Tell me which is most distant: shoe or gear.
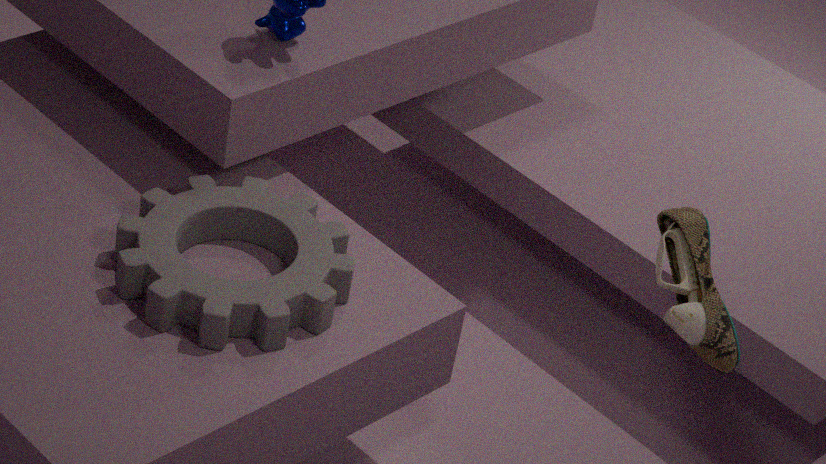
shoe
